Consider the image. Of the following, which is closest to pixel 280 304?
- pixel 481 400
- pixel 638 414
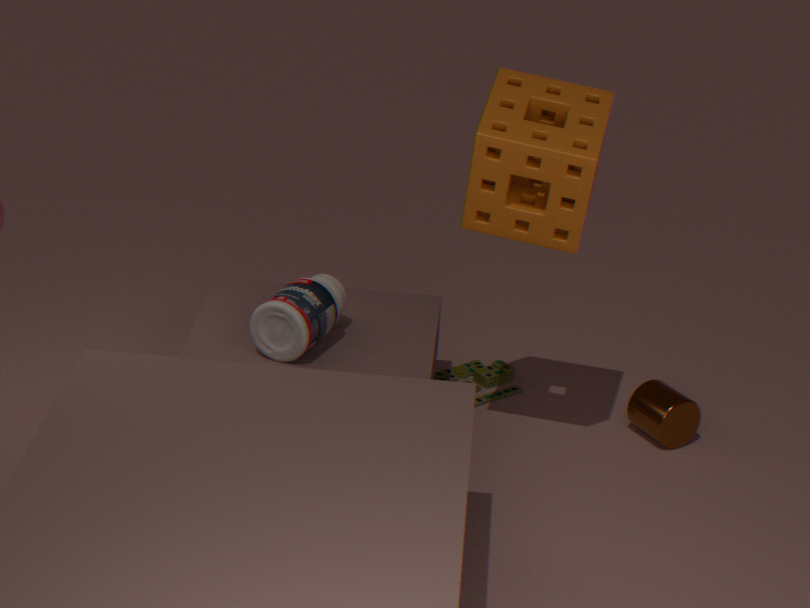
pixel 481 400
